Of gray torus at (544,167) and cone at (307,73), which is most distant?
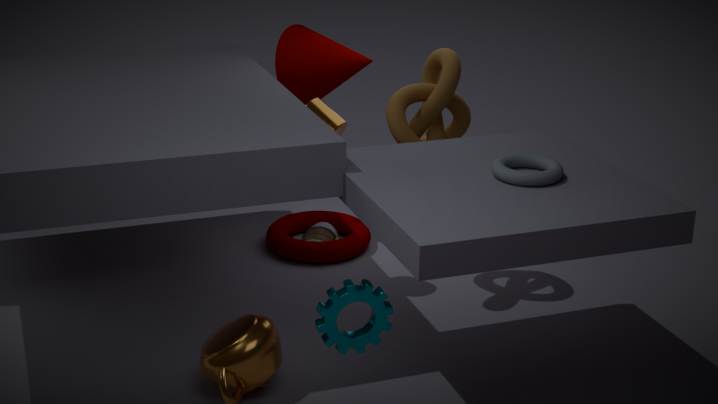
cone at (307,73)
